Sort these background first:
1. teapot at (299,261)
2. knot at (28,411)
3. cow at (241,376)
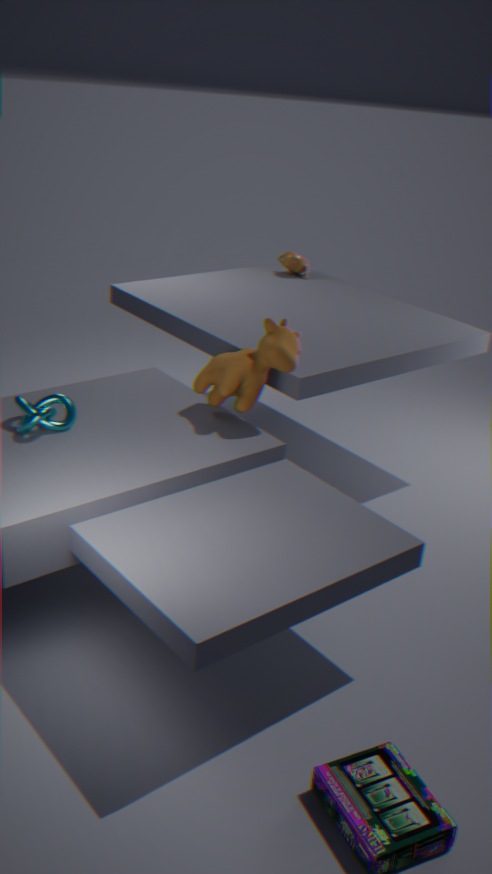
1. teapot at (299,261)
2. cow at (241,376)
3. knot at (28,411)
